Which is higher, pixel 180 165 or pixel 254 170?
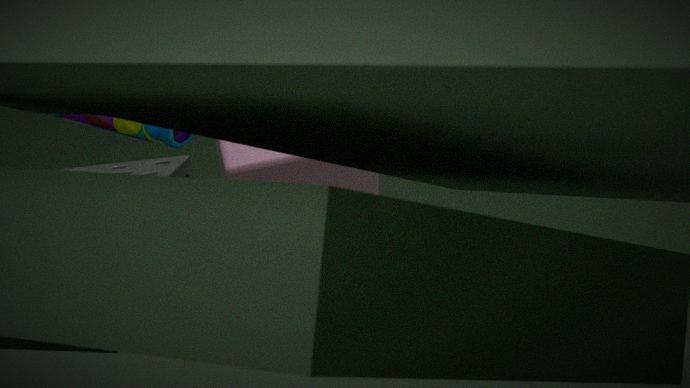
pixel 254 170
